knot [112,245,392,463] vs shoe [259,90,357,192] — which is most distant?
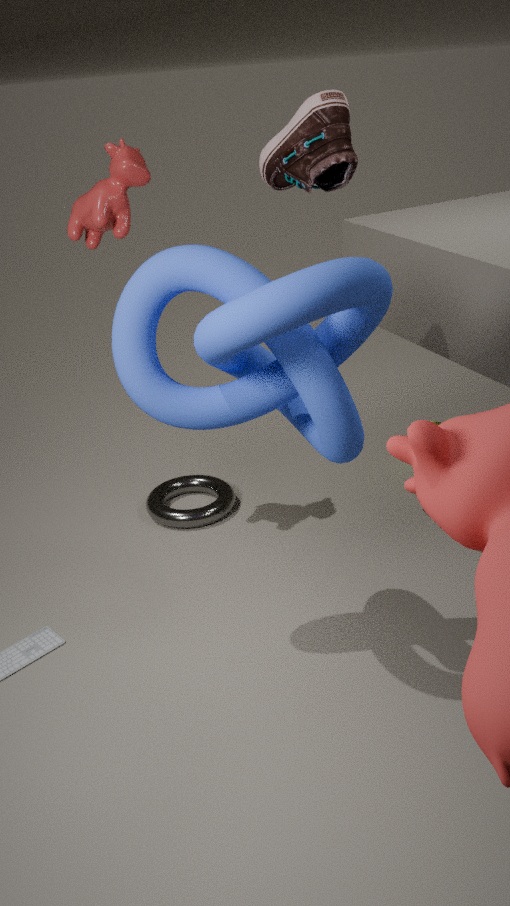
shoe [259,90,357,192]
